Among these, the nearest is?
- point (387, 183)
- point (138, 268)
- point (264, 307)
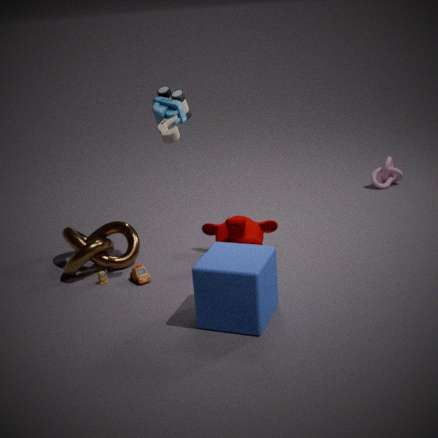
point (264, 307)
